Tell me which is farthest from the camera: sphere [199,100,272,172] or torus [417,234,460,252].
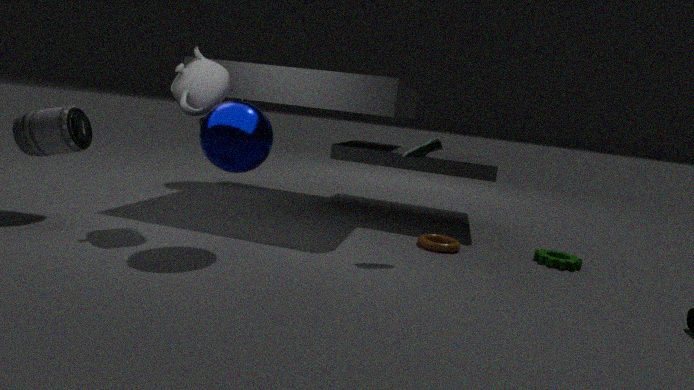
torus [417,234,460,252]
